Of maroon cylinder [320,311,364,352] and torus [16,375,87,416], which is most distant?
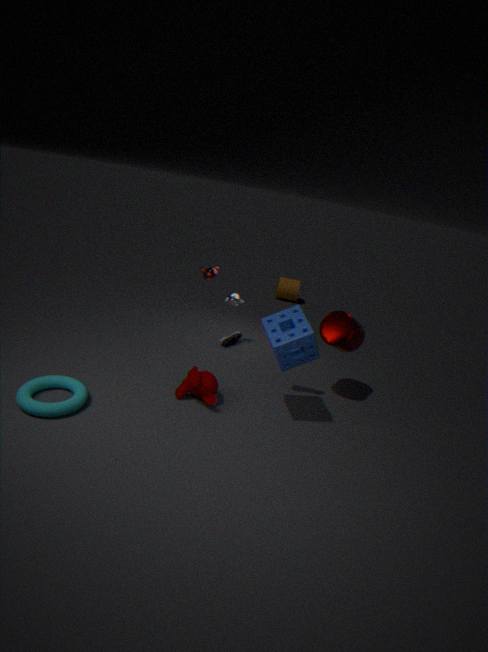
maroon cylinder [320,311,364,352]
